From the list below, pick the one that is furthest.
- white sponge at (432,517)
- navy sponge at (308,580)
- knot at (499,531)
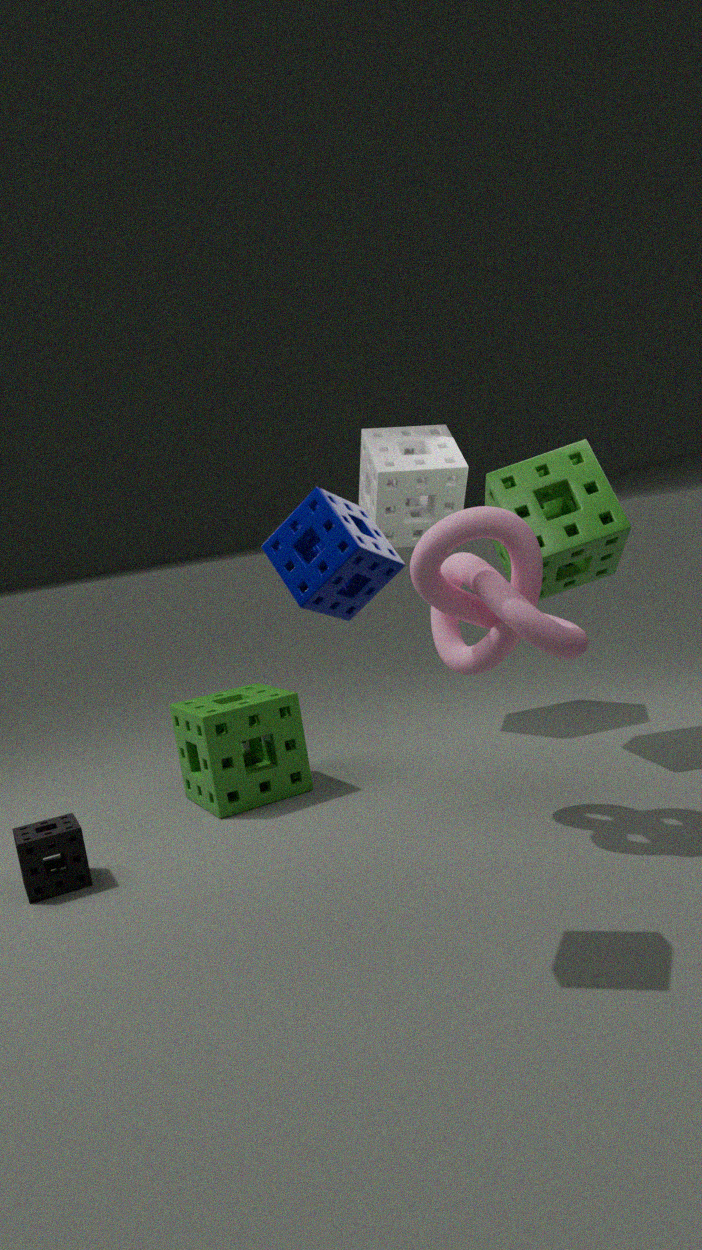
white sponge at (432,517)
